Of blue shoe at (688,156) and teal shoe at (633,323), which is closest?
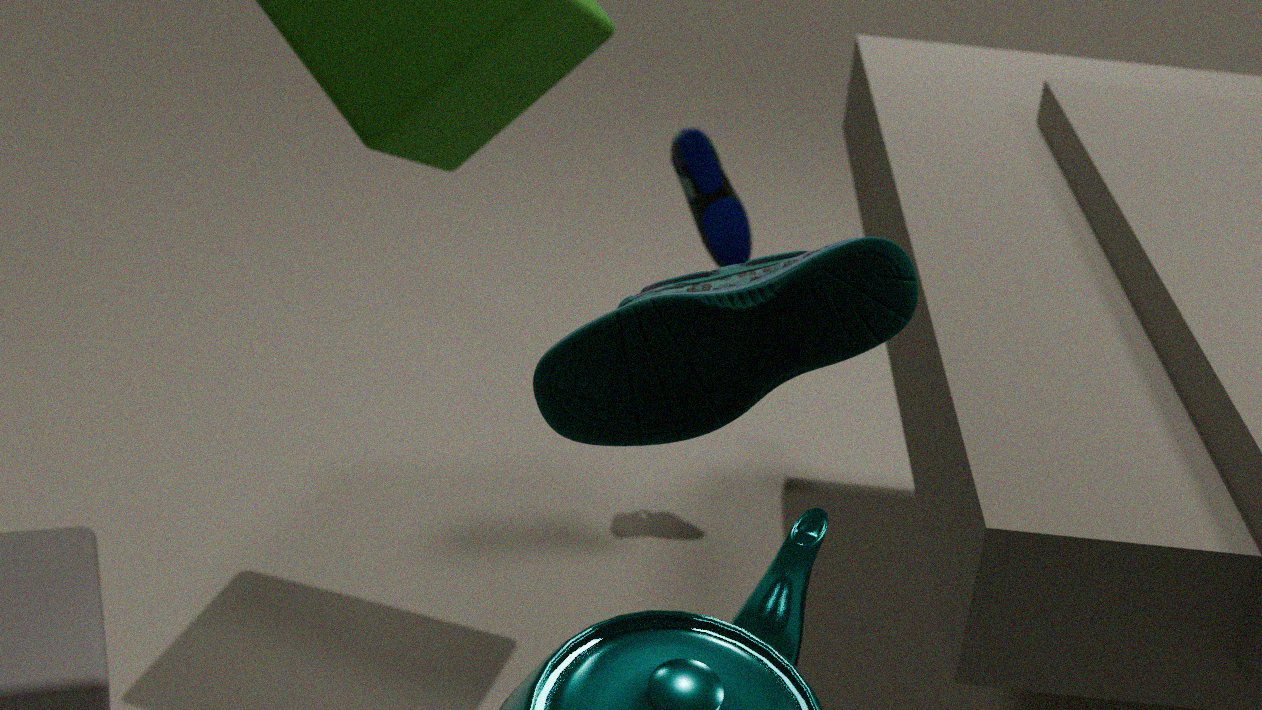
teal shoe at (633,323)
